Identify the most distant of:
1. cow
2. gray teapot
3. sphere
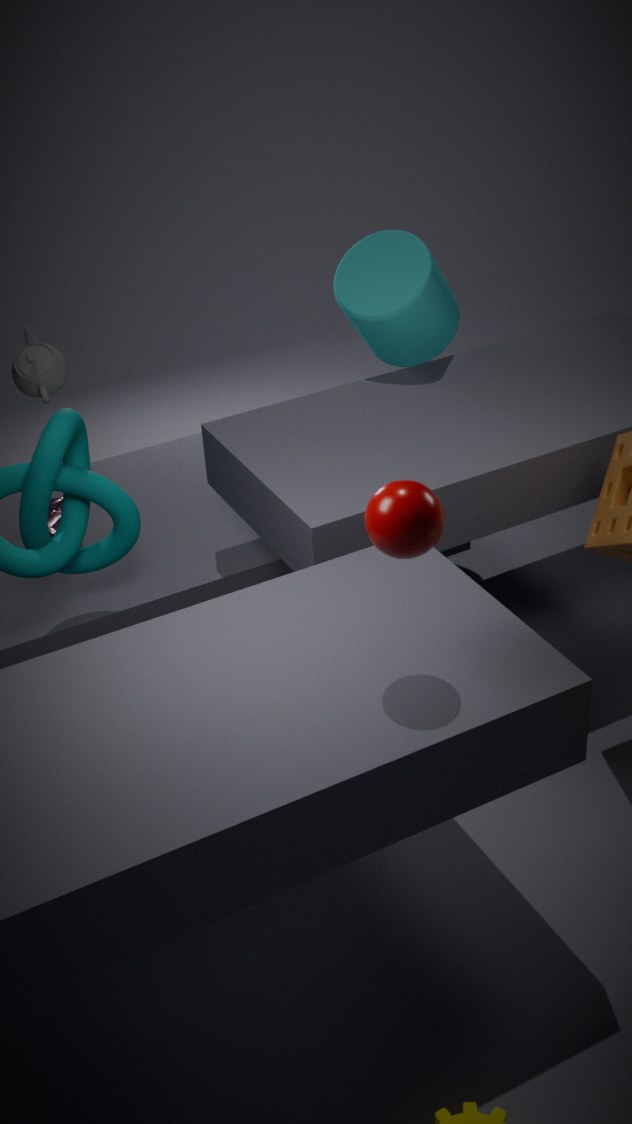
cow
